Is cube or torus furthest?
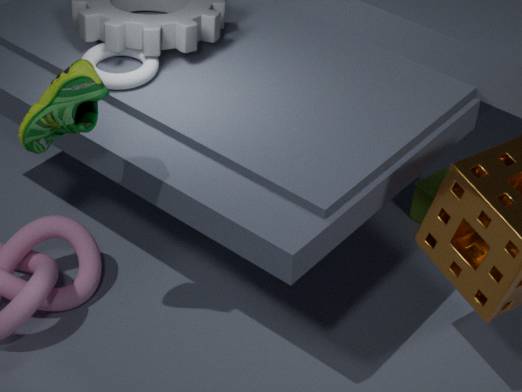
cube
